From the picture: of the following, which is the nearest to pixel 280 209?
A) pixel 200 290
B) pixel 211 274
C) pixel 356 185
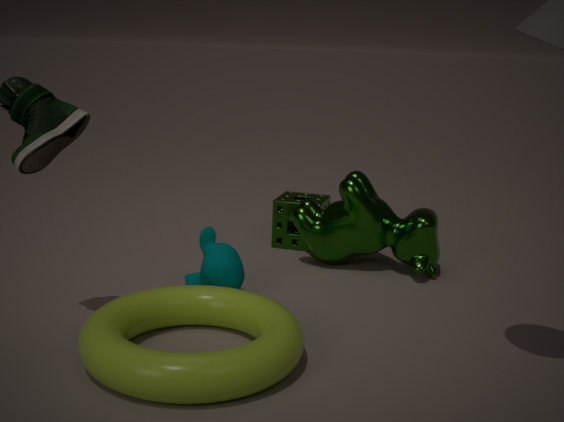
pixel 356 185
